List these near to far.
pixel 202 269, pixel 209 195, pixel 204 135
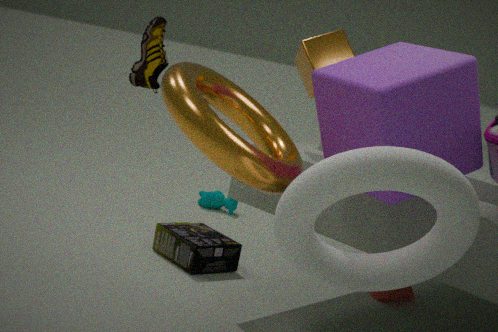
pixel 204 135
pixel 202 269
pixel 209 195
